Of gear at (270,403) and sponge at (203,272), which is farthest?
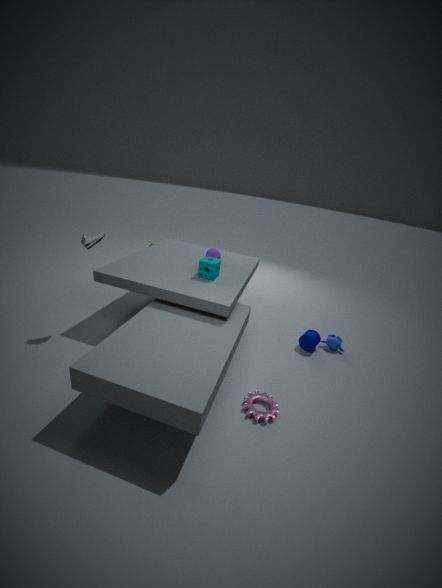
sponge at (203,272)
